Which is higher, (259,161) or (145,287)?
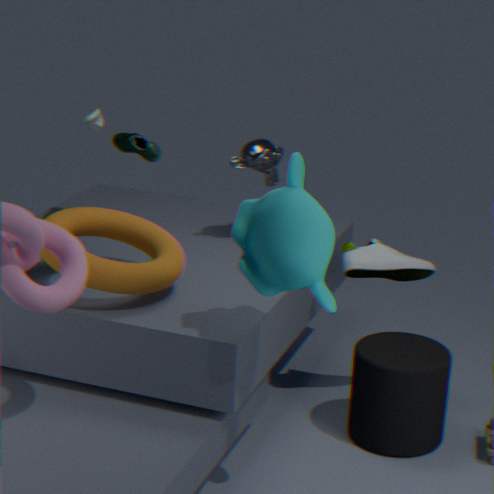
(259,161)
